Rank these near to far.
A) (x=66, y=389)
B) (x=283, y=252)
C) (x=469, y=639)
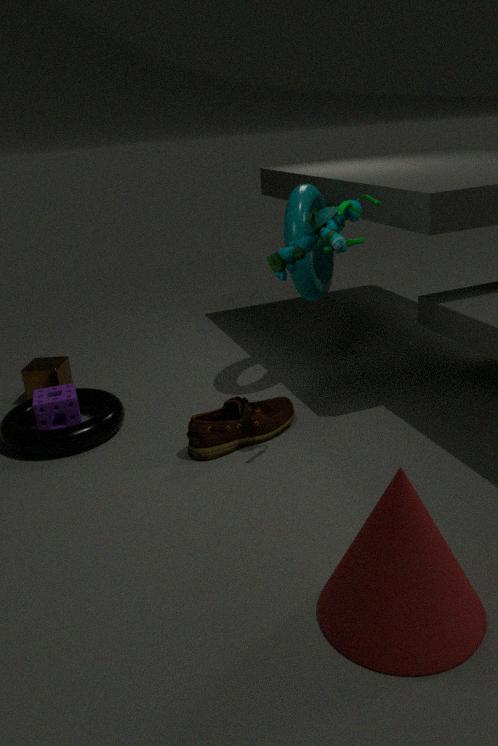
1. (x=469, y=639)
2. (x=283, y=252)
3. (x=66, y=389)
